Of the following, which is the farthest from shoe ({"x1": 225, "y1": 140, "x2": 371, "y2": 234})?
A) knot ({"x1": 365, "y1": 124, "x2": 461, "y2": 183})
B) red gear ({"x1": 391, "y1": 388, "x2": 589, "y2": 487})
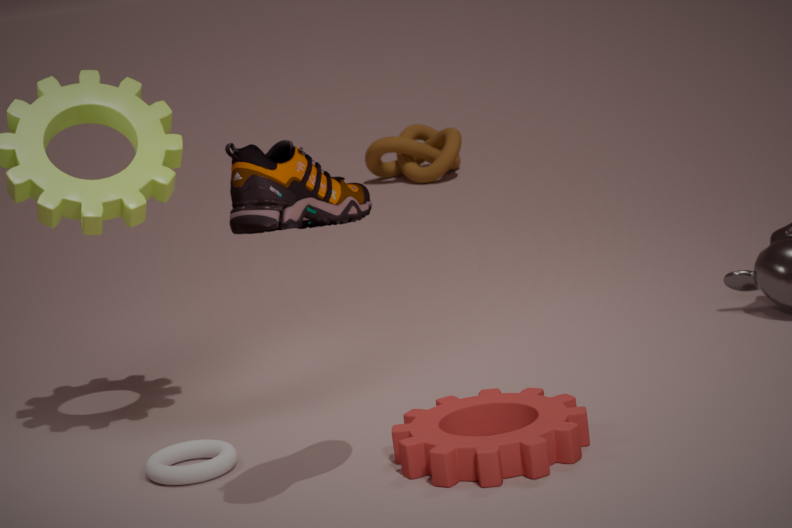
knot ({"x1": 365, "y1": 124, "x2": 461, "y2": 183})
